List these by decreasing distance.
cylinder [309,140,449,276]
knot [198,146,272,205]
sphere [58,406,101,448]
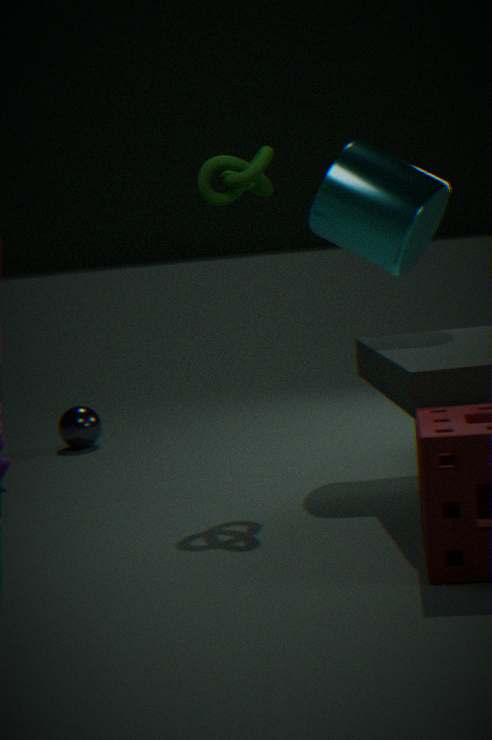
sphere [58,406,101,448], cylinder [309,140,449,276], knot [198,146,272,205]
